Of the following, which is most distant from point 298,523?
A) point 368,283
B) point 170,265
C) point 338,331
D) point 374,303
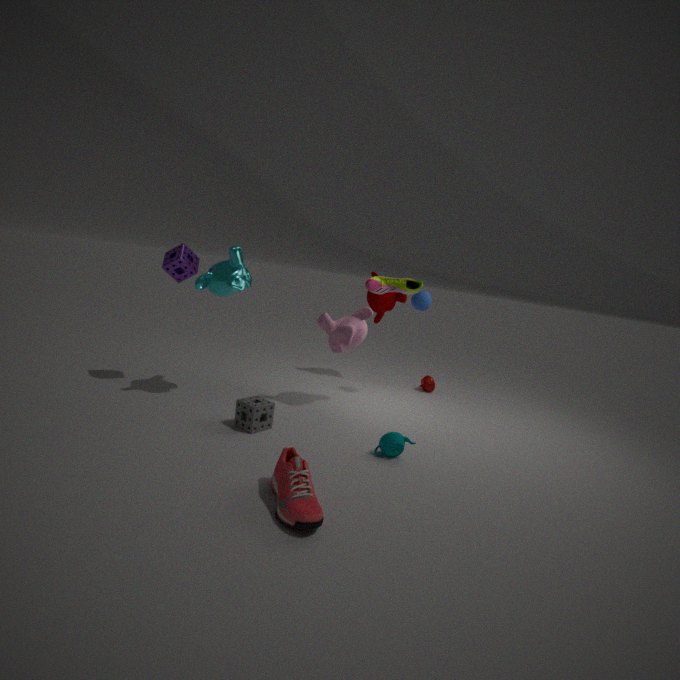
point 374,303
